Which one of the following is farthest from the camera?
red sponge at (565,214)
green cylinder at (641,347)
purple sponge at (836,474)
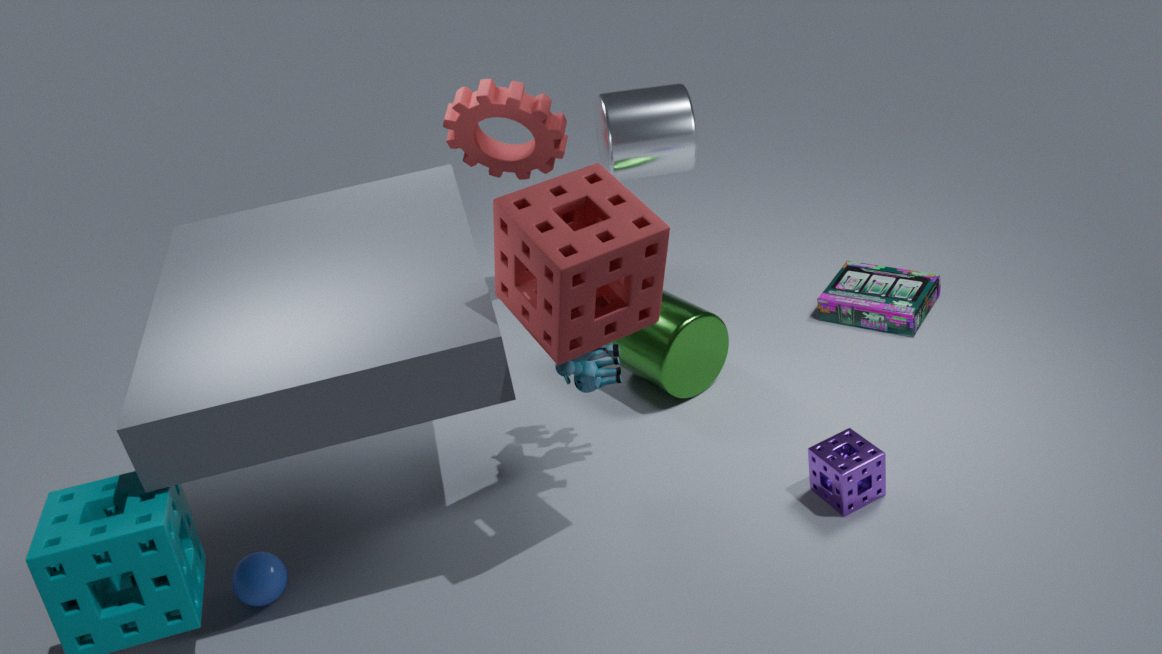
green cylinder at (641,347)
